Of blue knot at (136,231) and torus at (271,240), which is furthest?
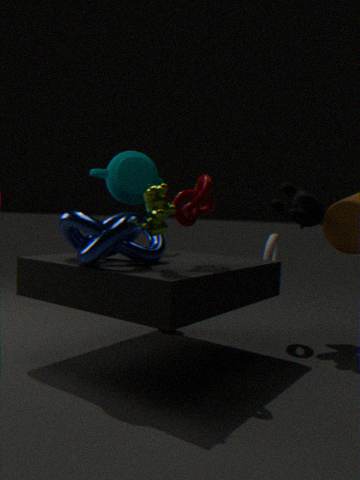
torus at (271,240)
